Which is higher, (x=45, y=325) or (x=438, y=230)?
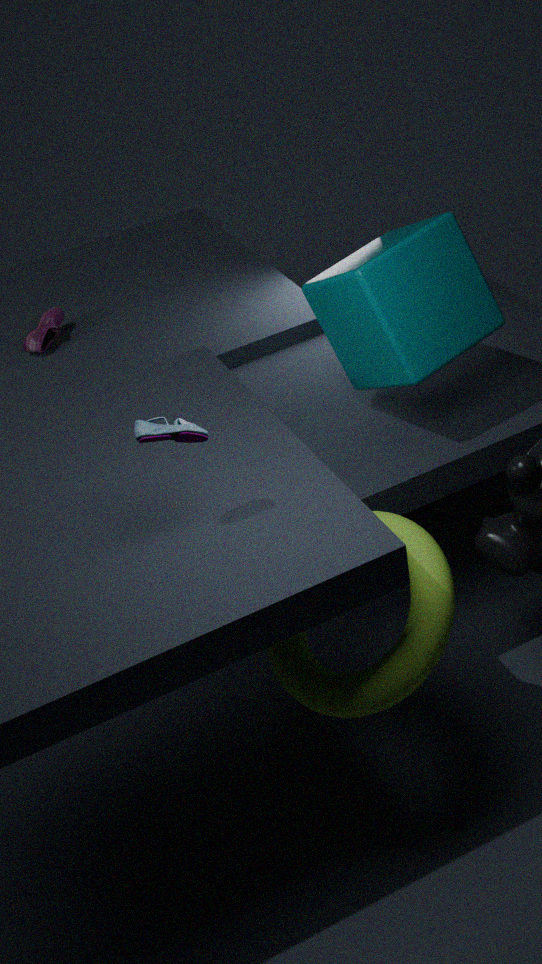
(x=438, y=230)
